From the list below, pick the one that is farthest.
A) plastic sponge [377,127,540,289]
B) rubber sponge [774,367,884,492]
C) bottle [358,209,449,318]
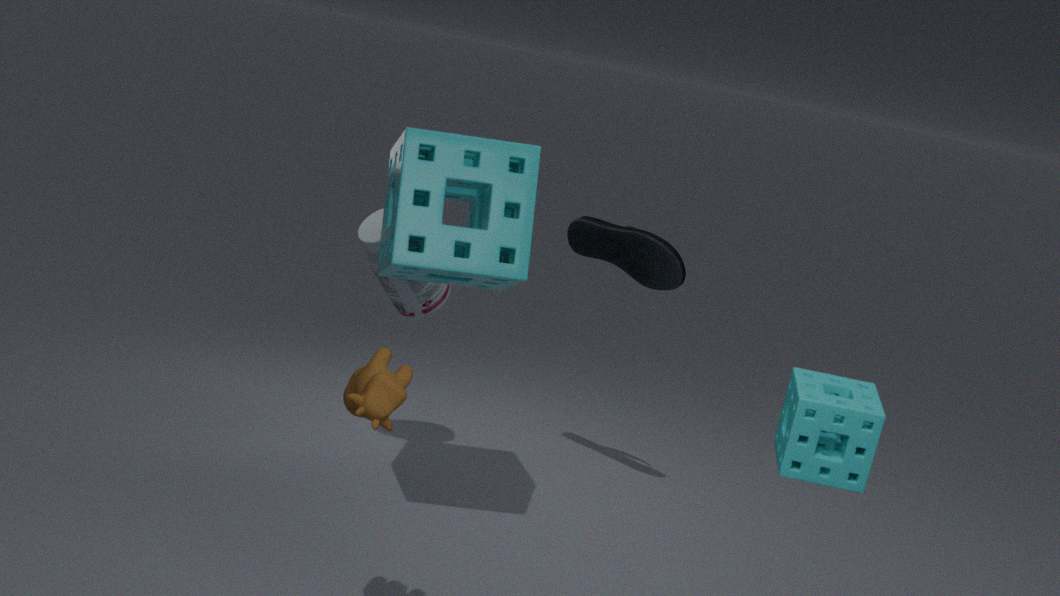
bottle [358,209,449,318]
